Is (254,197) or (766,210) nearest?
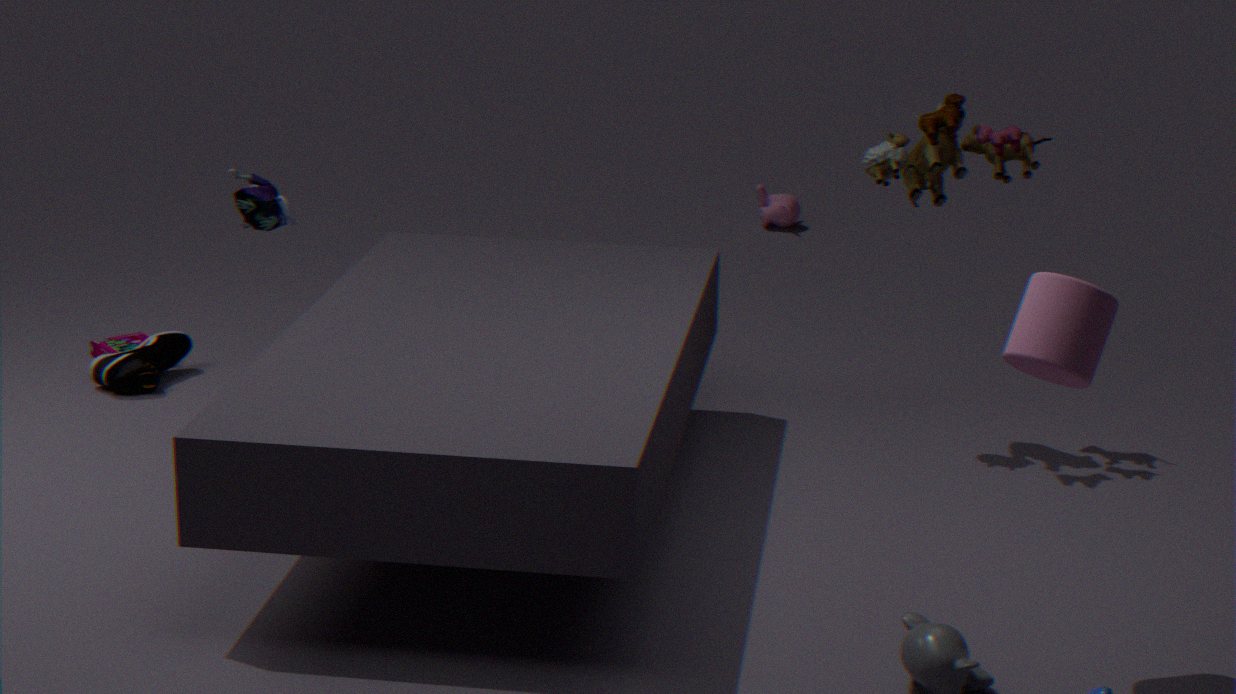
(254,197)
